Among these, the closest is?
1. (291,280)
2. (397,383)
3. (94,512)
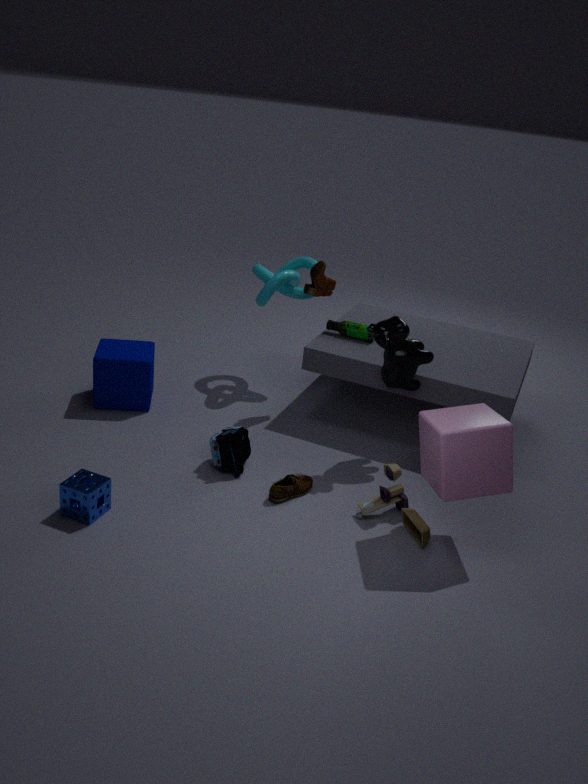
(94,512)
